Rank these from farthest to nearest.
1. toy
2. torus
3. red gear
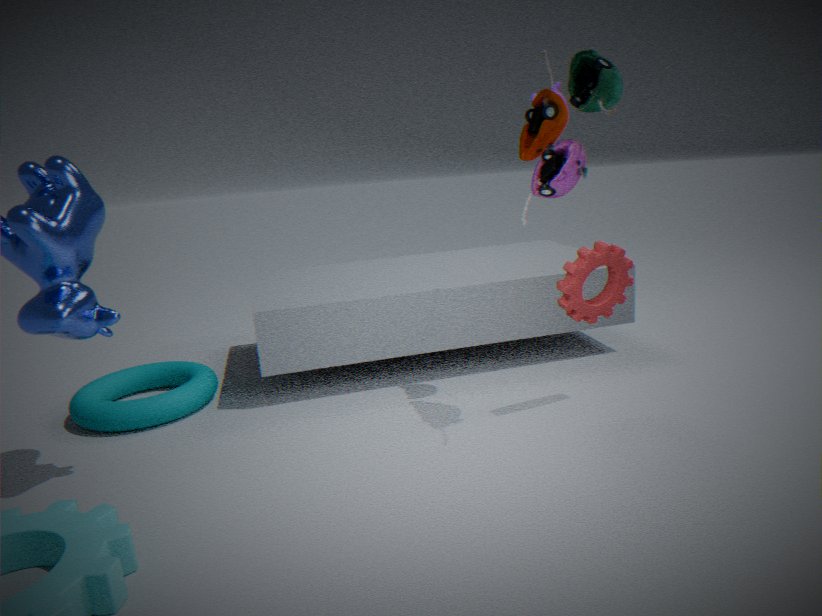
1. torus
2. red gear
3. toy
